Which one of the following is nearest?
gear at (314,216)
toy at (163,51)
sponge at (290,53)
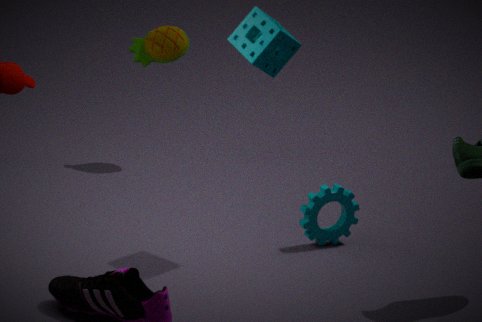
sponge at (290,53)
